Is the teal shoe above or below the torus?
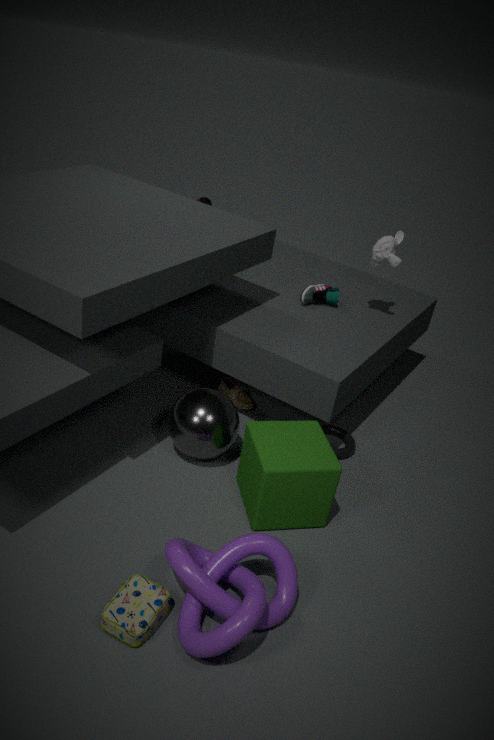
above
